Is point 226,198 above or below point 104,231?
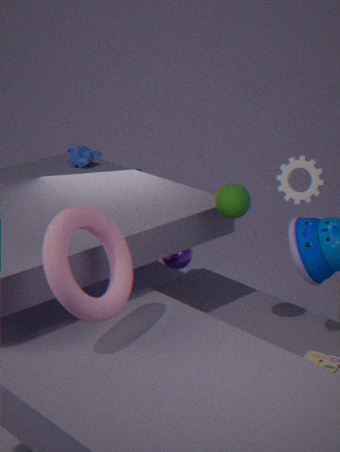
above
